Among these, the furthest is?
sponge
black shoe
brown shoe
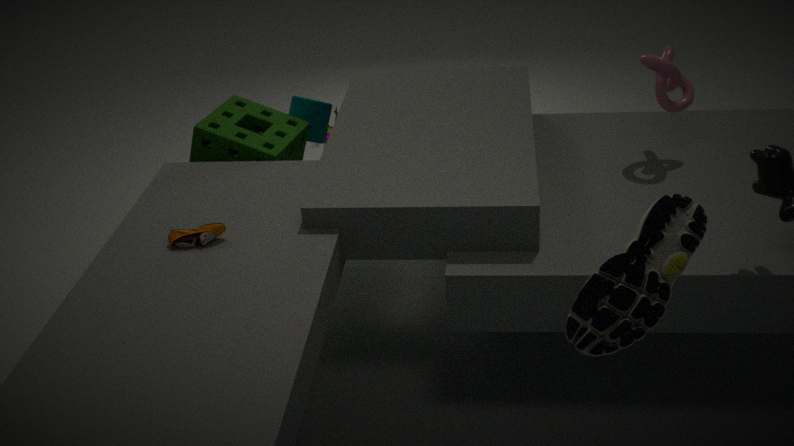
sponge
